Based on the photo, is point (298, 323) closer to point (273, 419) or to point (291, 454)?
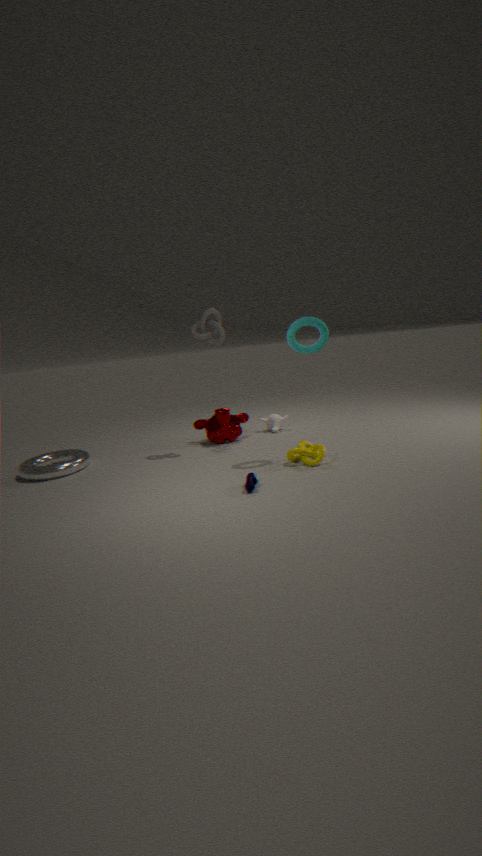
point (291, 454)
